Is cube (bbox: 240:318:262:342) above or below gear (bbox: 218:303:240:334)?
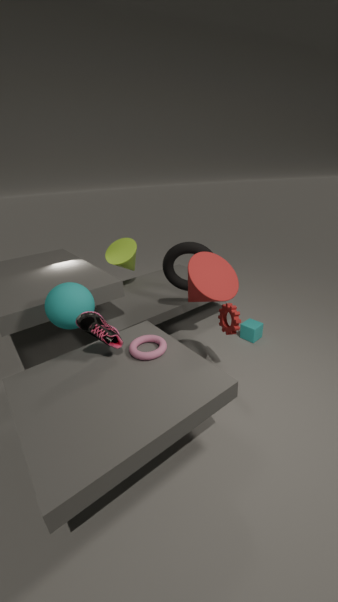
below
